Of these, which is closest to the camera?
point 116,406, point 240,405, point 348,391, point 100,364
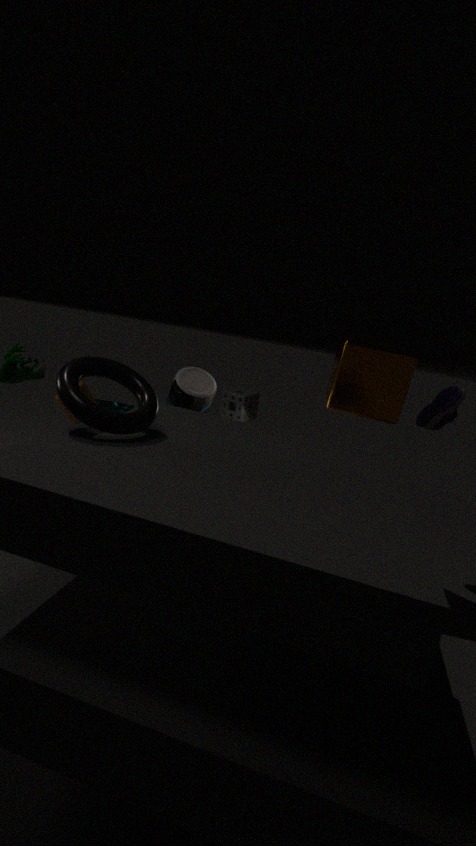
point 100,364
